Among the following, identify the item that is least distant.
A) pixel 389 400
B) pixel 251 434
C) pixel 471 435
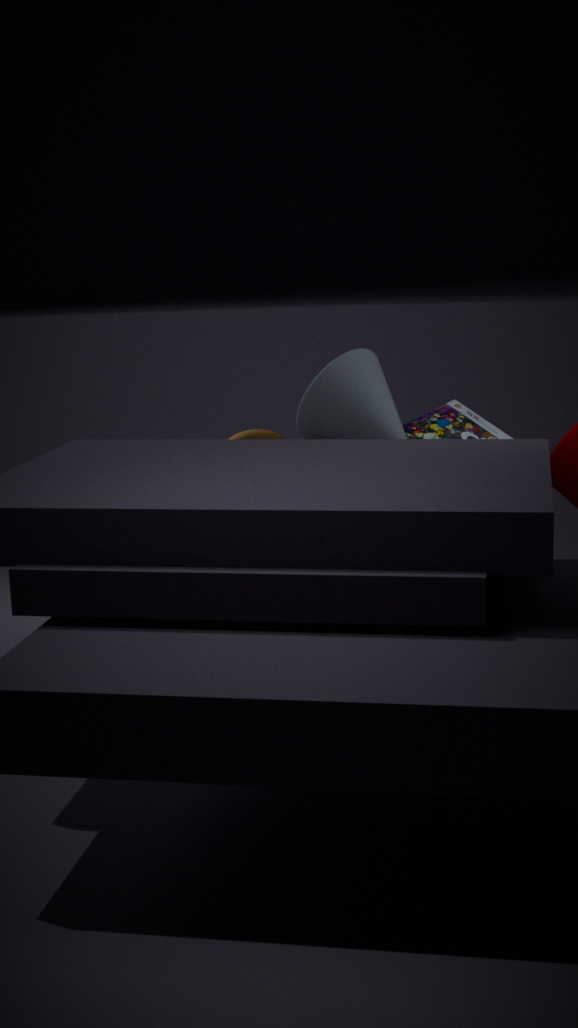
pixel 389 400
